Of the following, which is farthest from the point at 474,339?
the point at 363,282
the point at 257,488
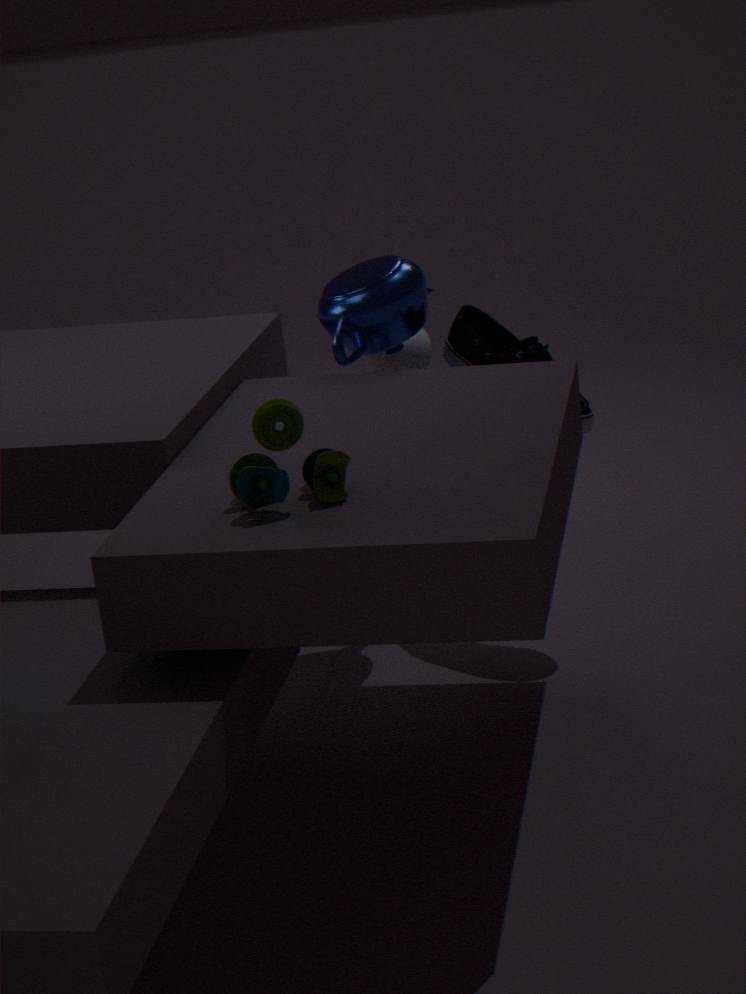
the point at 257,488
